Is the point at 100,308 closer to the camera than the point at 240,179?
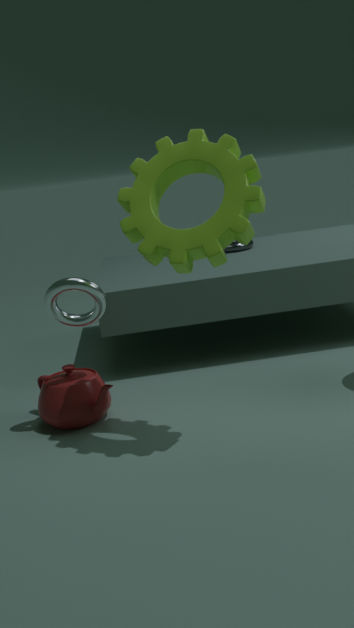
No
